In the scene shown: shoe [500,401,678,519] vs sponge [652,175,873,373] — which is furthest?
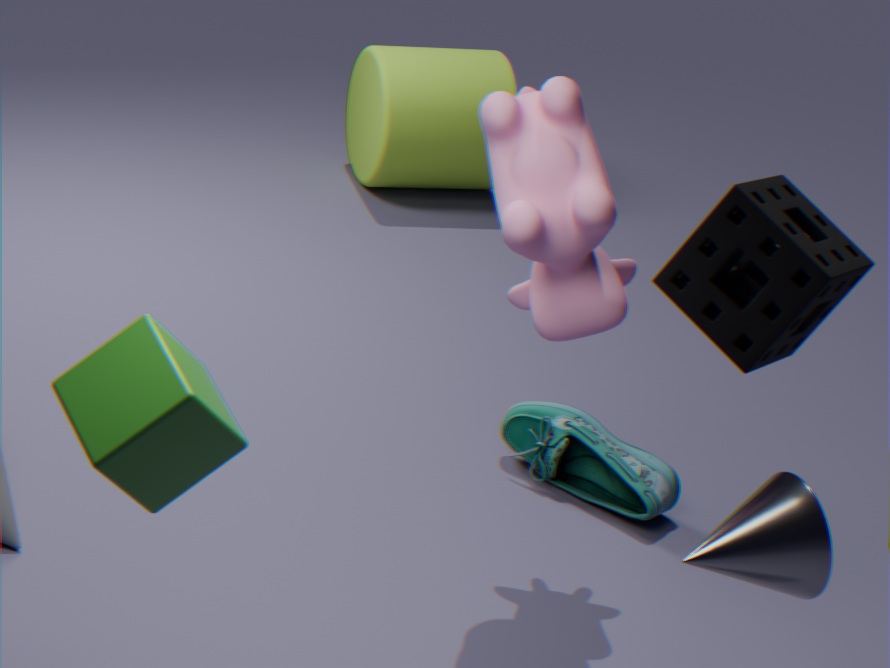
shoe [500,401,678,519]
